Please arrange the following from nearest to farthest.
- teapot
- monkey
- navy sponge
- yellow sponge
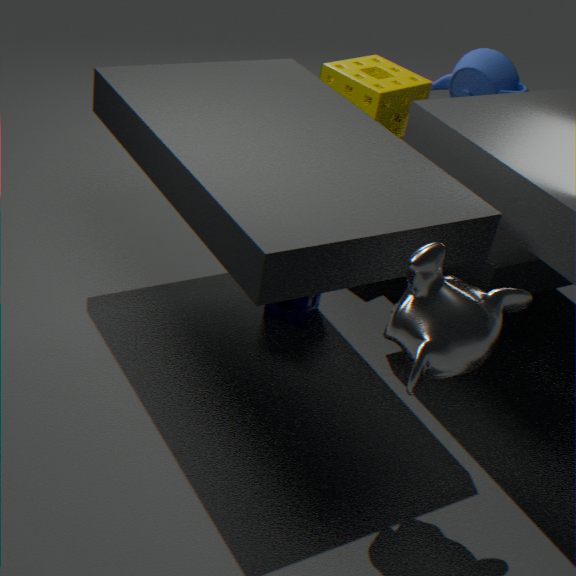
1. monkey
2. navy sponge
3. yellow sponge
4. teapot
